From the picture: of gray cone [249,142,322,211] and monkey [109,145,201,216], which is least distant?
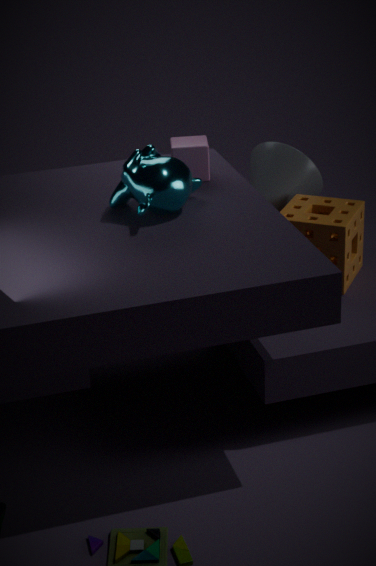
monkey [109,145,201,216]
